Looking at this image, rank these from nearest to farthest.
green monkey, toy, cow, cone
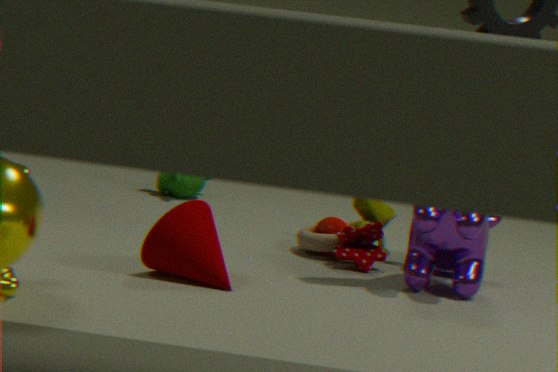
1. cone
2. cow
3. toy
4. green monkey
